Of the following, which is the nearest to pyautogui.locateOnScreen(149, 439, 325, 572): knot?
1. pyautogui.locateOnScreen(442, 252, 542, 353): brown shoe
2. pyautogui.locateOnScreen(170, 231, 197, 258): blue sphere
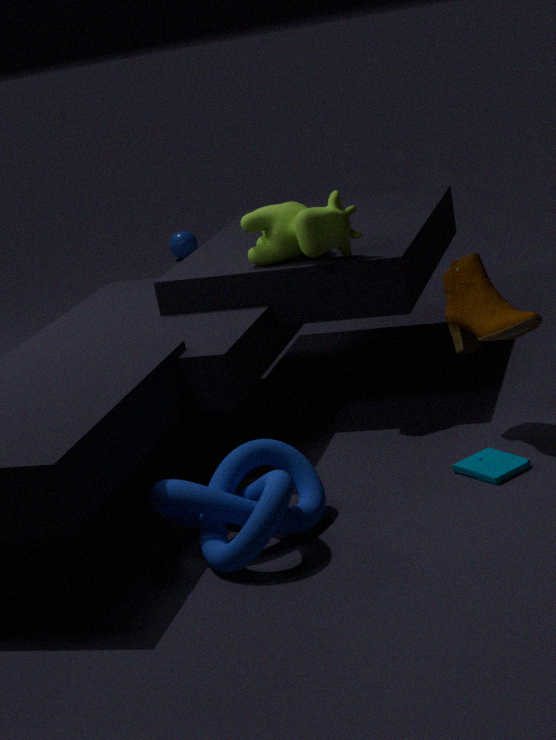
pyautogui.locateOnScreen(442, 252, 542, 353): brown shoe
